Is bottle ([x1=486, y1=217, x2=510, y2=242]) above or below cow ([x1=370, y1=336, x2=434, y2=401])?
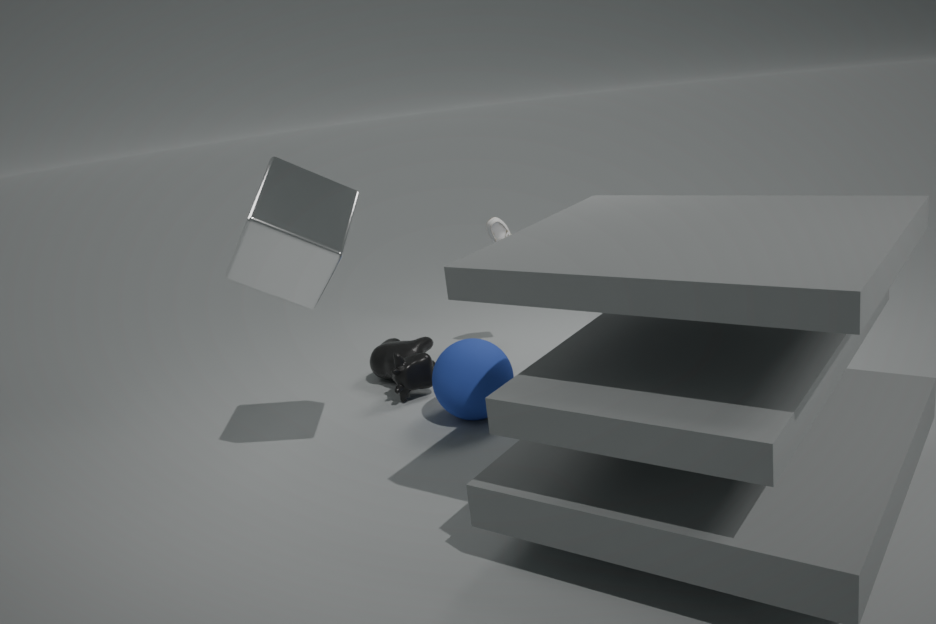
above
